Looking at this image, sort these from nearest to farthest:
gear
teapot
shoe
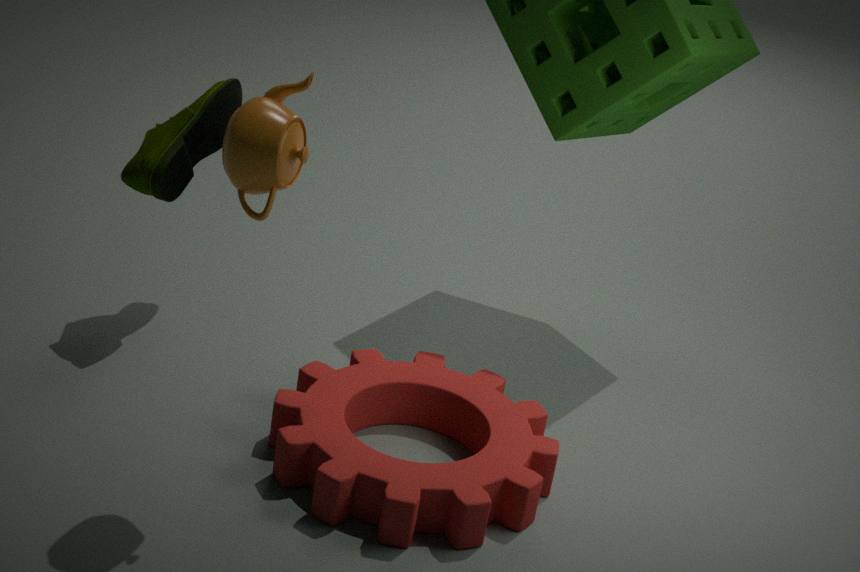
teapot, gear, shoe
